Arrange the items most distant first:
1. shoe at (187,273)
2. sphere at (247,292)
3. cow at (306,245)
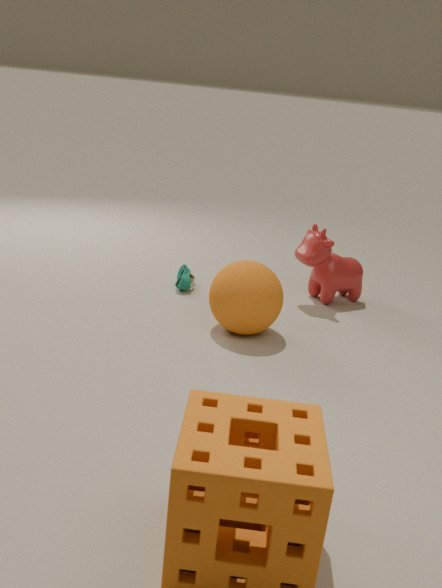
shoe at (187,273) → cow at (306,245) → sphere at (247,292)
